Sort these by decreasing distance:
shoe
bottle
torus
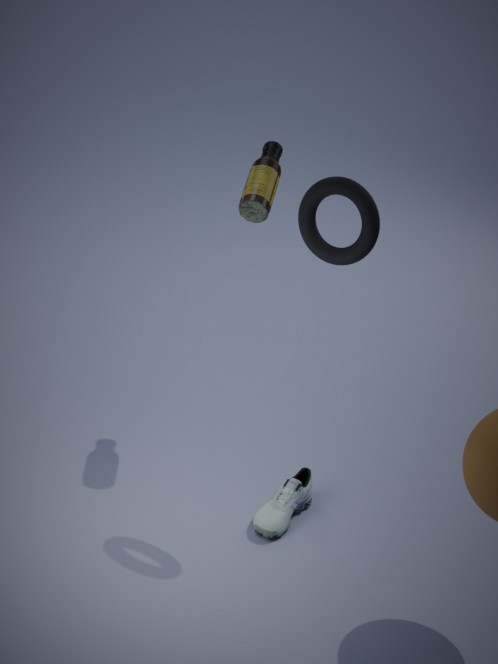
shoe < bottle < torus
